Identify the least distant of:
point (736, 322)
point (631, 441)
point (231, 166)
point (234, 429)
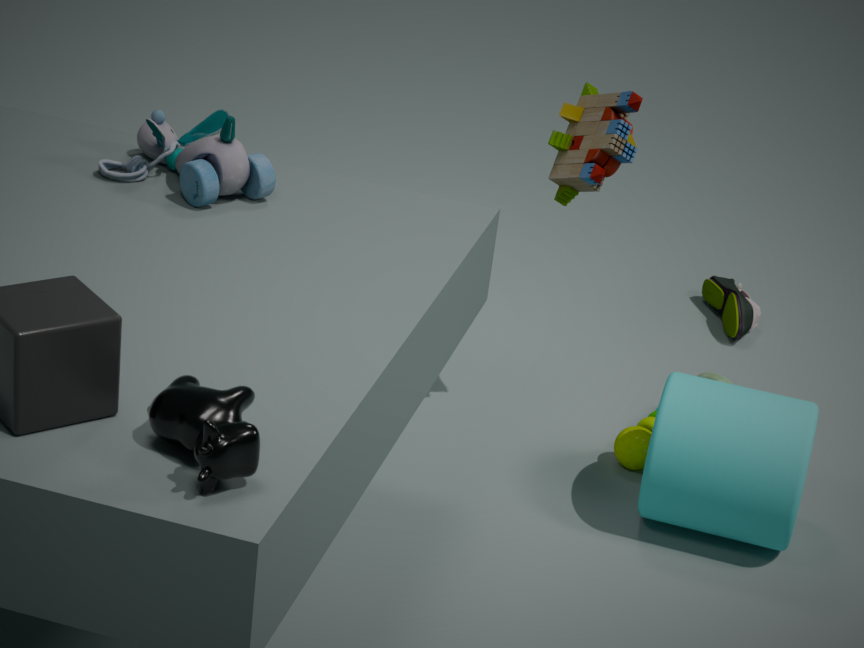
point (234, 429)
